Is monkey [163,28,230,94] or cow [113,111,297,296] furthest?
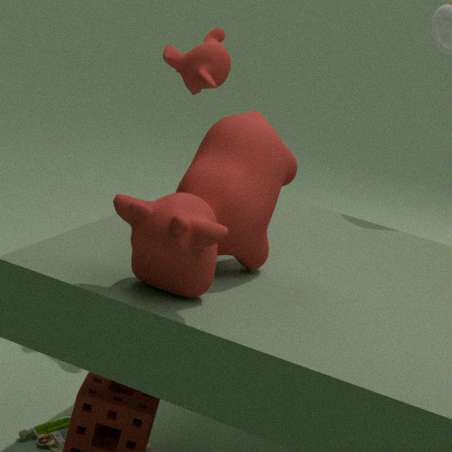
monkey [163,28,230,94]
